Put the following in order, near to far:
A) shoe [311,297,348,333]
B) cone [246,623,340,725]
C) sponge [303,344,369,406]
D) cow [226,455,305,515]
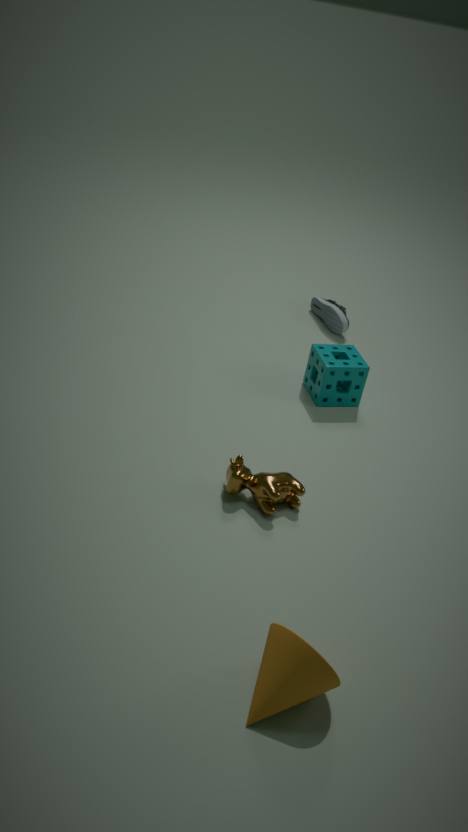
cone [246,623,340,725], cow [226,455,305,515], sponge [303,344,369,406], shoe [311,297,348,333]
